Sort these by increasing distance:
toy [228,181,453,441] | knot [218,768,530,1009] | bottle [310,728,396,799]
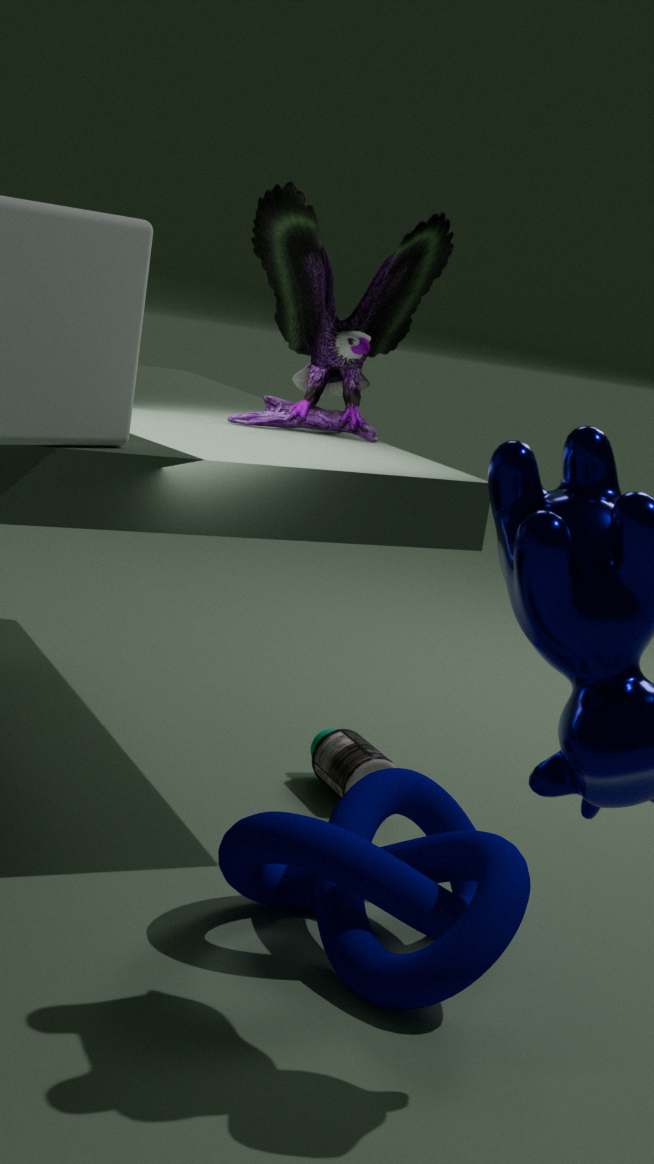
knot [218,768,530,1009], toy [228,181,453,441], bottle [310,728,396,799]
